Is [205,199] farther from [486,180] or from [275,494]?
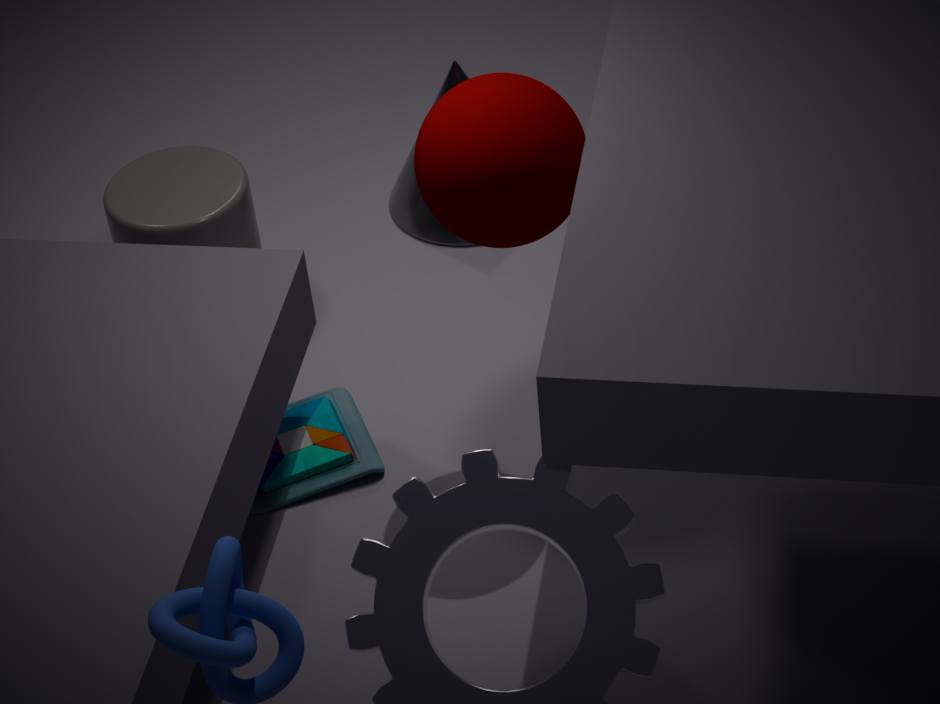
[486,180]
